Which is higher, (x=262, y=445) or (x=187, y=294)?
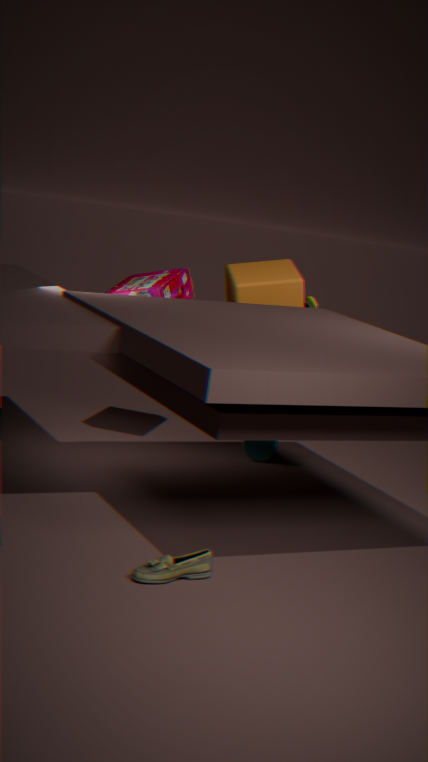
(x=187, y=294)
